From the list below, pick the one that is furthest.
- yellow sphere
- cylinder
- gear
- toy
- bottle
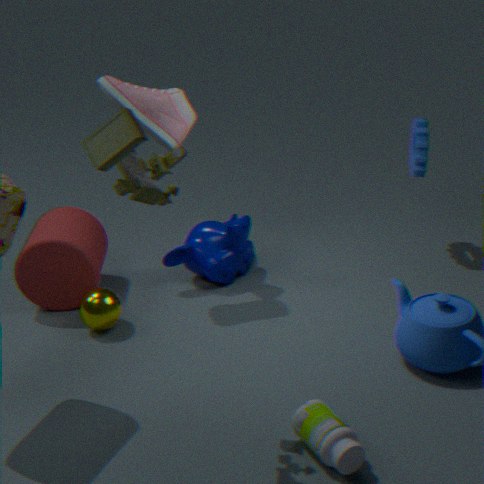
gear
